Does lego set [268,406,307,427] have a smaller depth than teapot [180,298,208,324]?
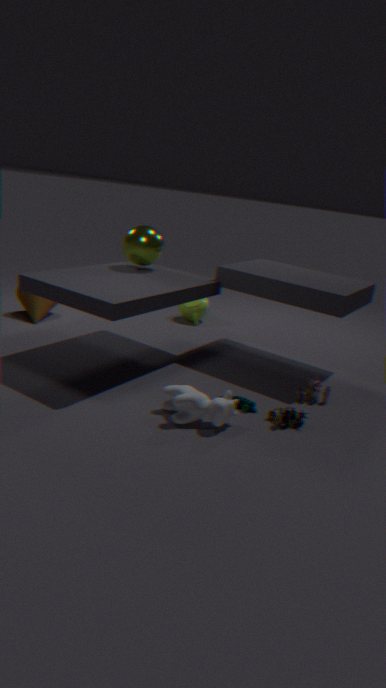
Yes
